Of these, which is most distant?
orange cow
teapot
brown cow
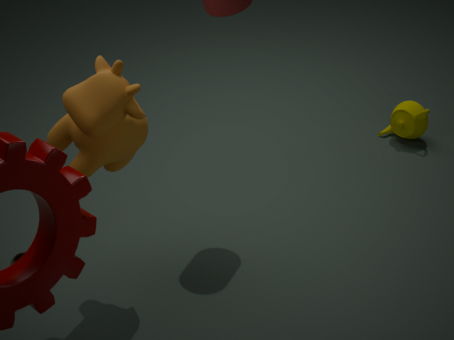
teapot
